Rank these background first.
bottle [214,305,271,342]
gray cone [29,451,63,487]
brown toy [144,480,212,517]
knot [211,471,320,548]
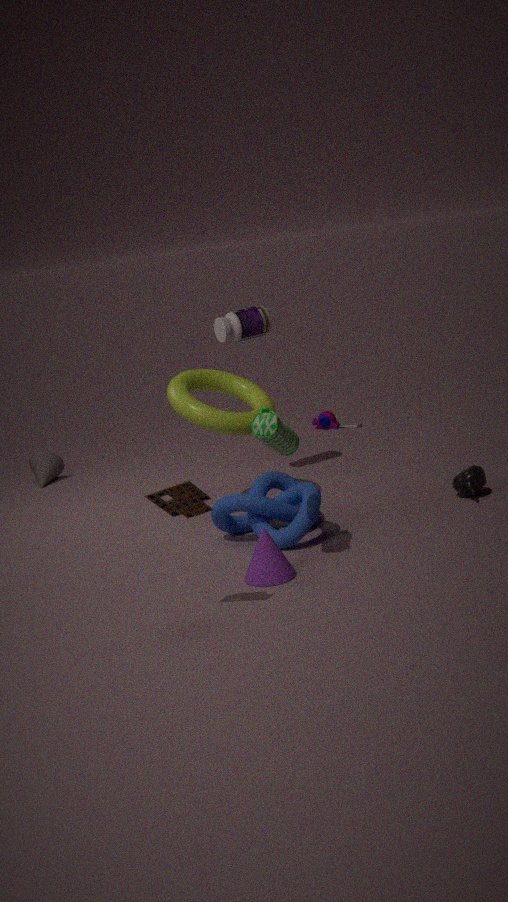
gray cone [29,451,63,487], bottle [214,305,271,342], knot [211,471,320,548], brown toy [144,480,212,517]
